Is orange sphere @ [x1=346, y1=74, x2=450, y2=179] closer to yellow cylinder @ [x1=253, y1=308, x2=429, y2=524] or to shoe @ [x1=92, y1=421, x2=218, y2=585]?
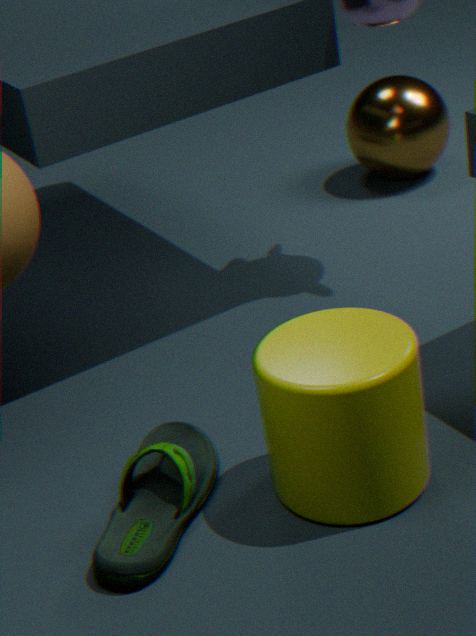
yellow cylinder @ [x1=253, y1=308, x2=429, y2=524]
